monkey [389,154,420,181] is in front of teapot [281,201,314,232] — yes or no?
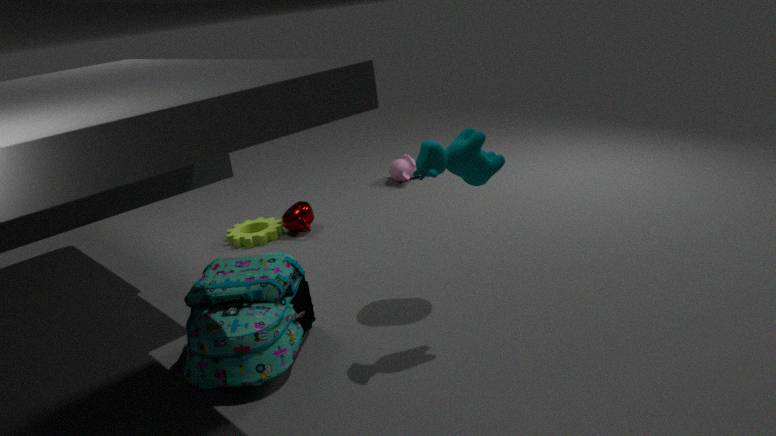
No
